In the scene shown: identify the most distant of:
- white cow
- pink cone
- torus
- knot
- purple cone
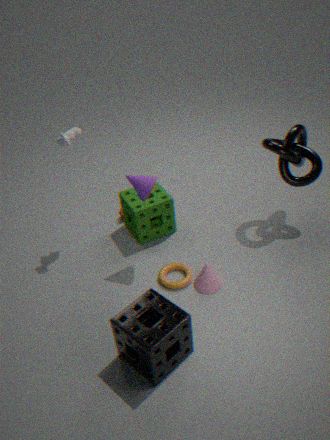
knot
